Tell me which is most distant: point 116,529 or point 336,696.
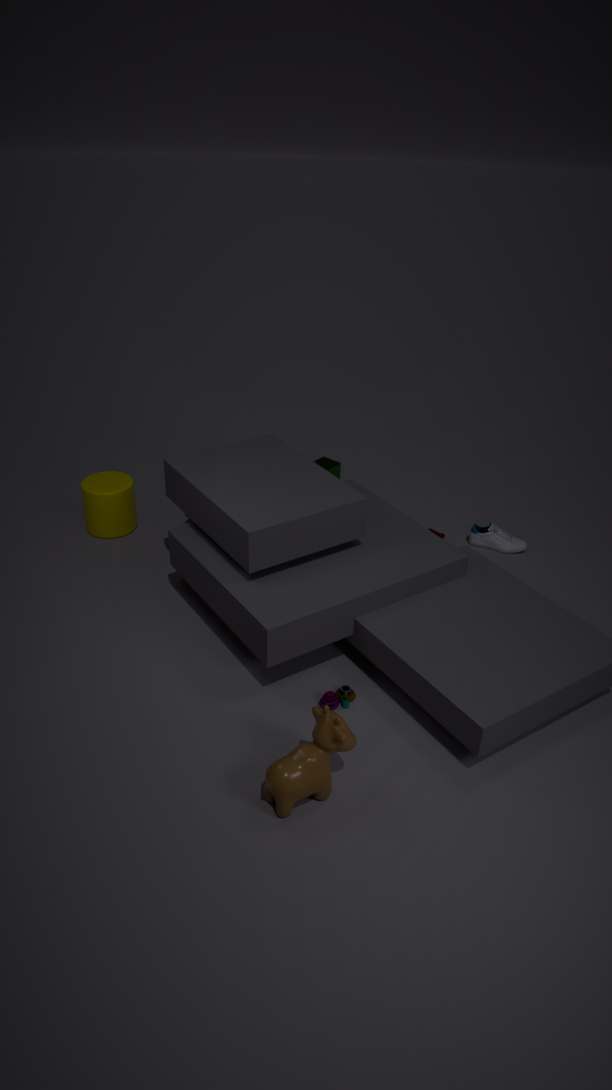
point 116,529
